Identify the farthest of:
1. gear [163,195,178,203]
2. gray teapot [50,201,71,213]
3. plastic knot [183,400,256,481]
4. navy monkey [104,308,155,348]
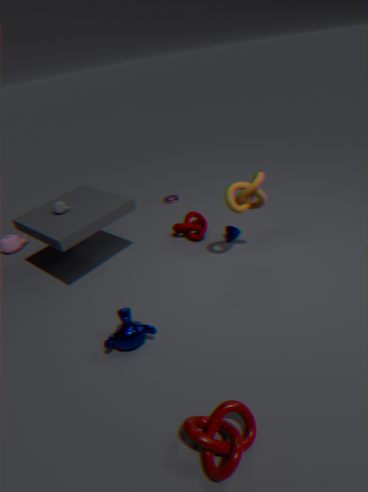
gear [163,195,178,203]
